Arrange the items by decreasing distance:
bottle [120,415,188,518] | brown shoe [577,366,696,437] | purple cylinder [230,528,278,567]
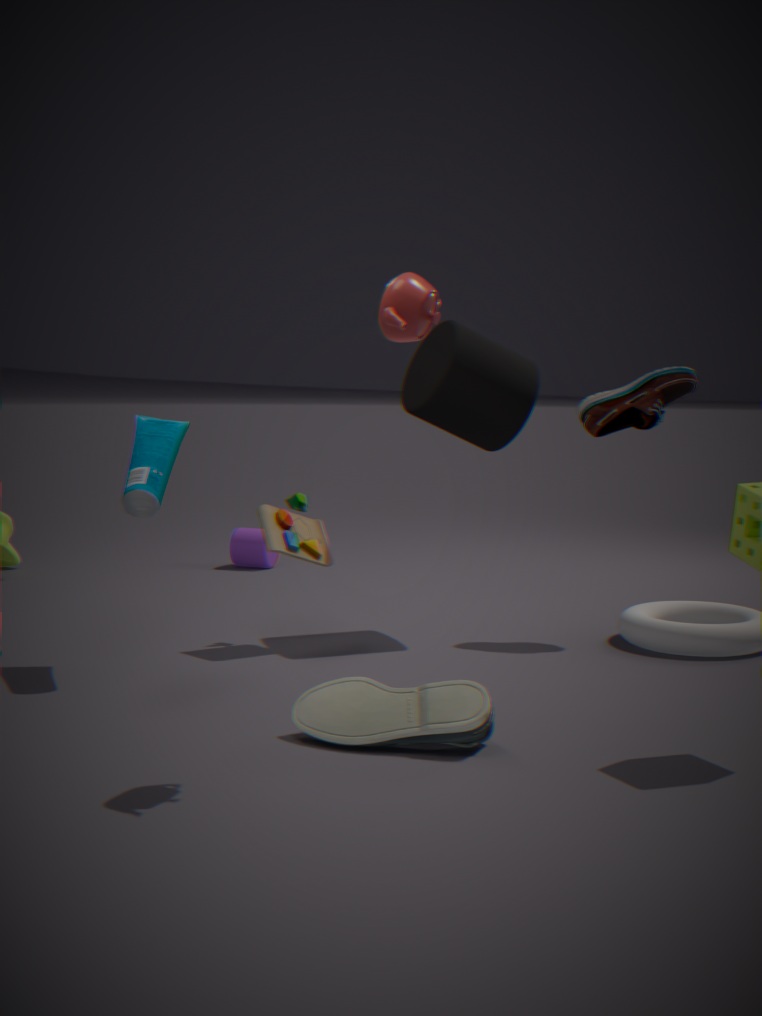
purple cylinder [230,528,278,567]
brown shoe [577,366,696,437]
bottle [120,415,188,518]
